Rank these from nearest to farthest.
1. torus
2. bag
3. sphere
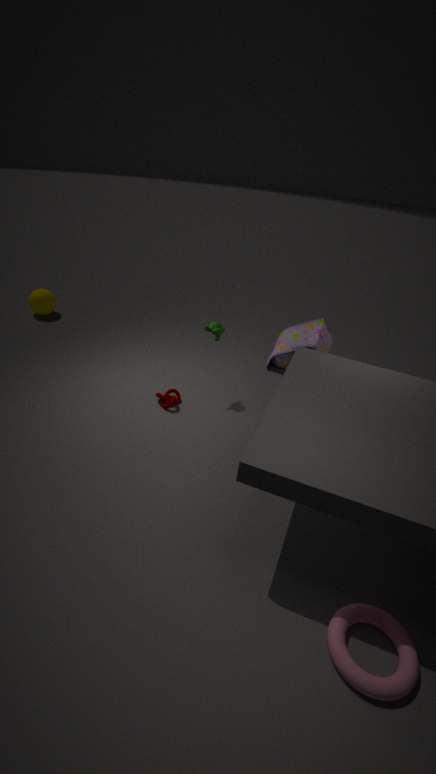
torus < bag < sphere
